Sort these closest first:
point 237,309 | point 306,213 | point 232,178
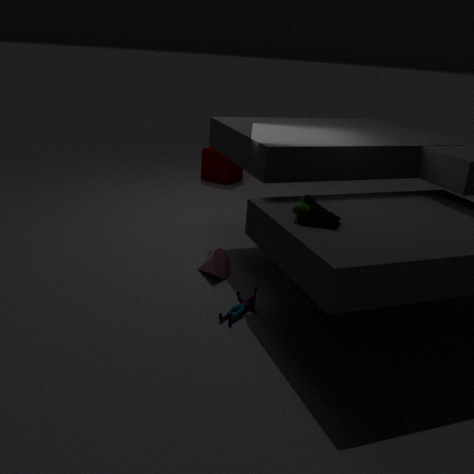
point 306,213 < point 237,309 < point 232,178
